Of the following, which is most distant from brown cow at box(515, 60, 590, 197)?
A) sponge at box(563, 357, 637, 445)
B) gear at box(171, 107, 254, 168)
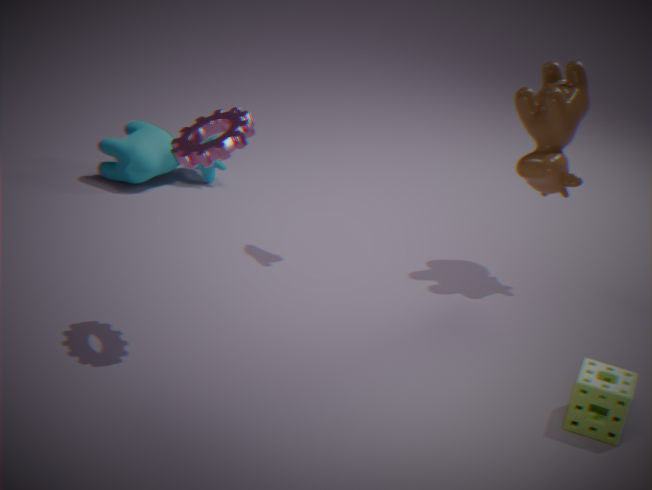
gear at box(171, 107, 254, 168)
